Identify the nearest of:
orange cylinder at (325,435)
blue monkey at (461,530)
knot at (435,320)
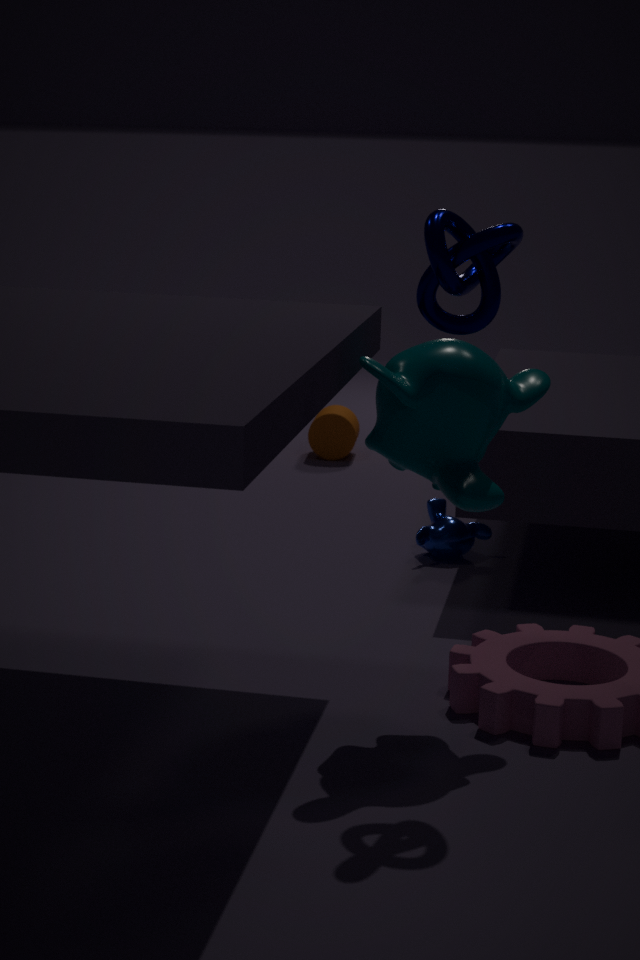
knot at (435,320)
